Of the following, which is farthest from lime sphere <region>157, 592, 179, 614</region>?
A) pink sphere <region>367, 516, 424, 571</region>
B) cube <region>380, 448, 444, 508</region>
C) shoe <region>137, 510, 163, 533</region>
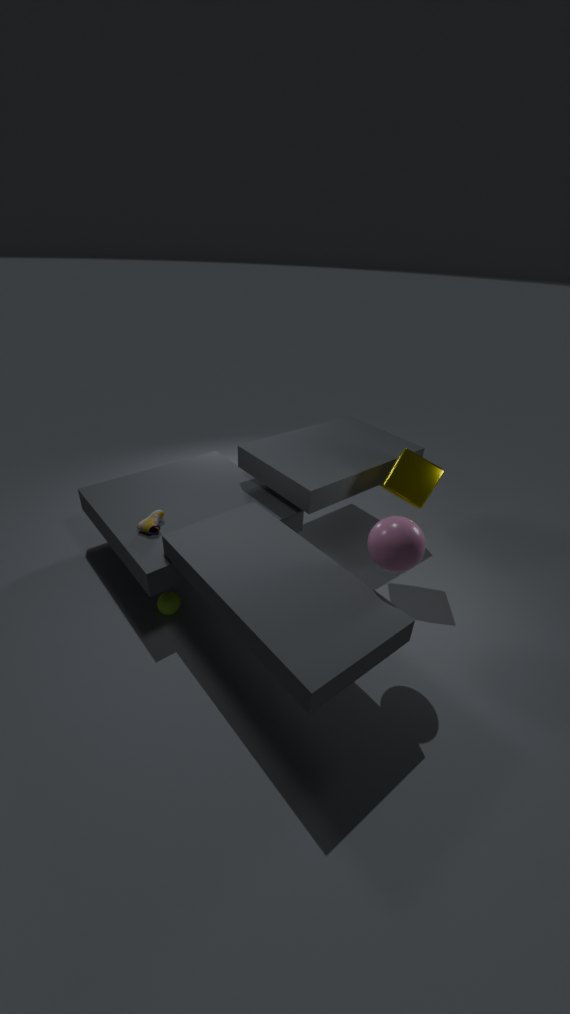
cube <region>380, 448, 444, 508</region>
